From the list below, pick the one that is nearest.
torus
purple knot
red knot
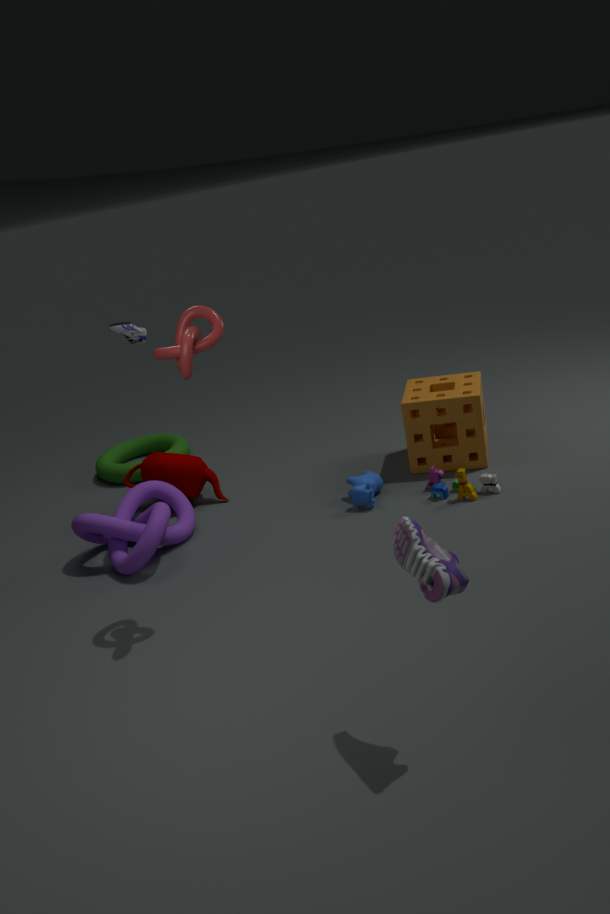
red knot
